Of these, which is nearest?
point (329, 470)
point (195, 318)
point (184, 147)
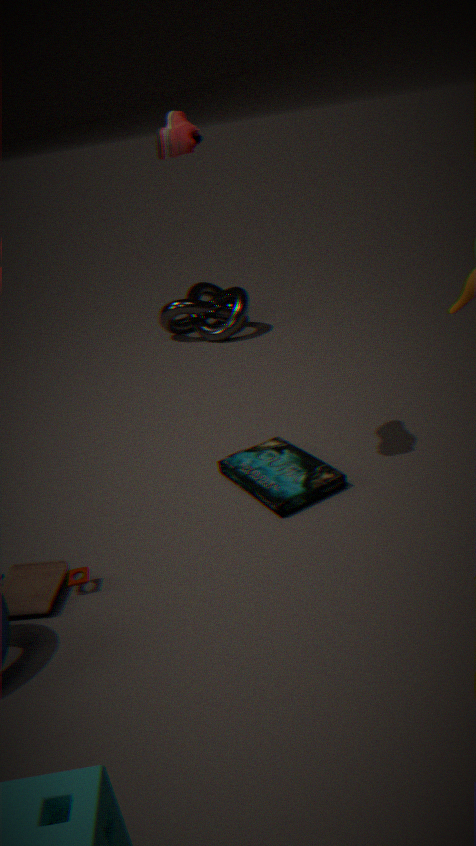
point (184, 147)
